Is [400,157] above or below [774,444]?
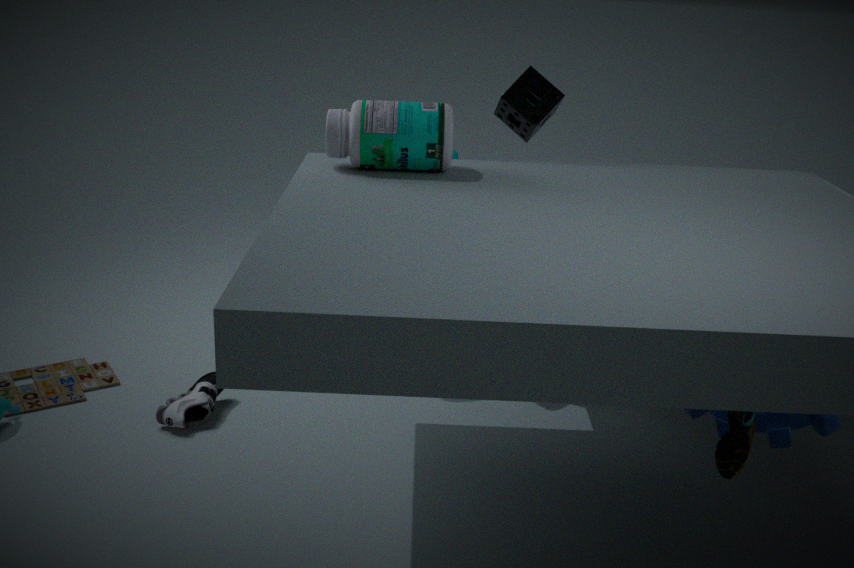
above
